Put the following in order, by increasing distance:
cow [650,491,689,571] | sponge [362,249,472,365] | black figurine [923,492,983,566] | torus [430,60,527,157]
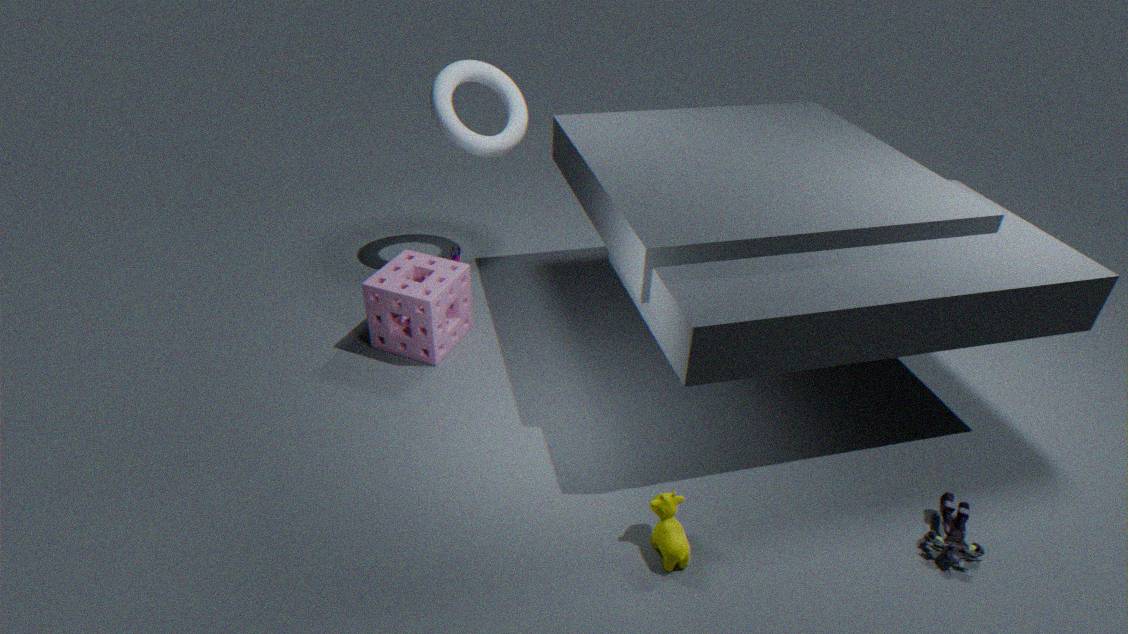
cow [650,491,689,571]
black figurine [923,492,983,566]
sponge [362,249,472,365]
torus [430,60,527,157]
